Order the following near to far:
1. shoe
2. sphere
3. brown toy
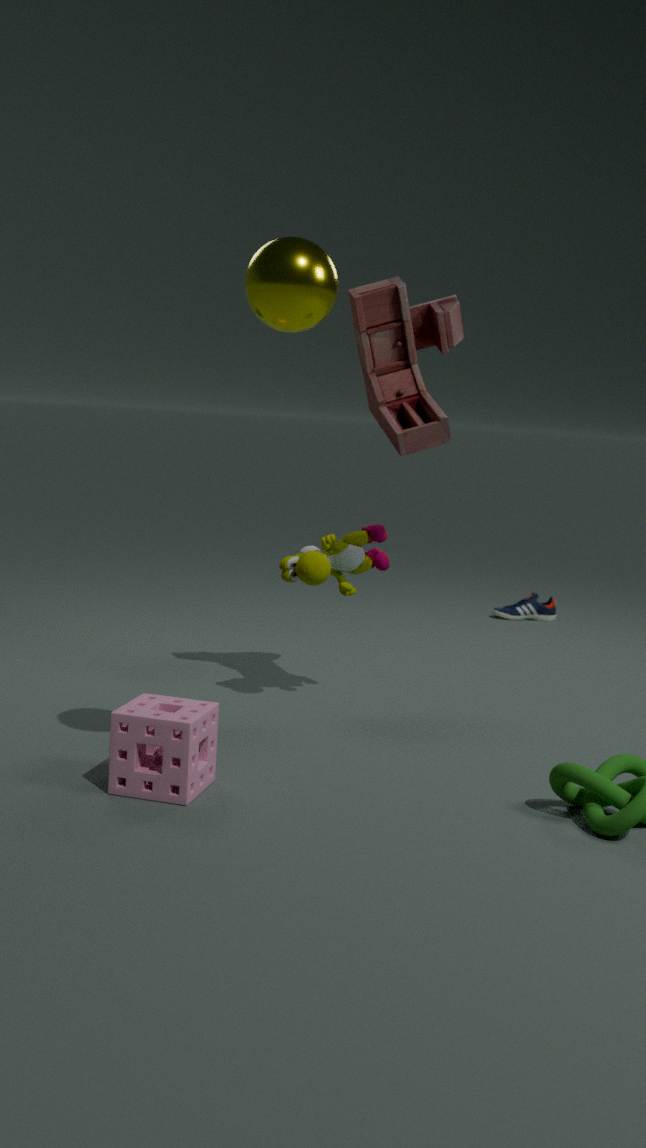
1. sphere
2. brown toy
3. shoe
